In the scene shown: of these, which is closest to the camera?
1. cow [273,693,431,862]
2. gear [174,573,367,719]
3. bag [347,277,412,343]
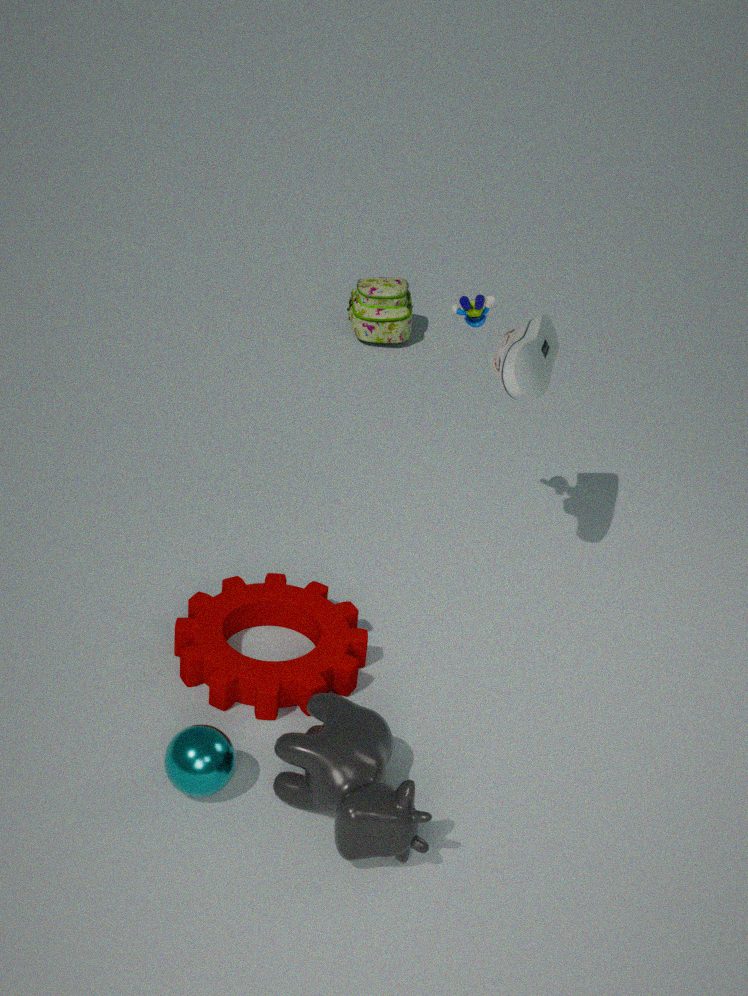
cow [273,693,431,862]
